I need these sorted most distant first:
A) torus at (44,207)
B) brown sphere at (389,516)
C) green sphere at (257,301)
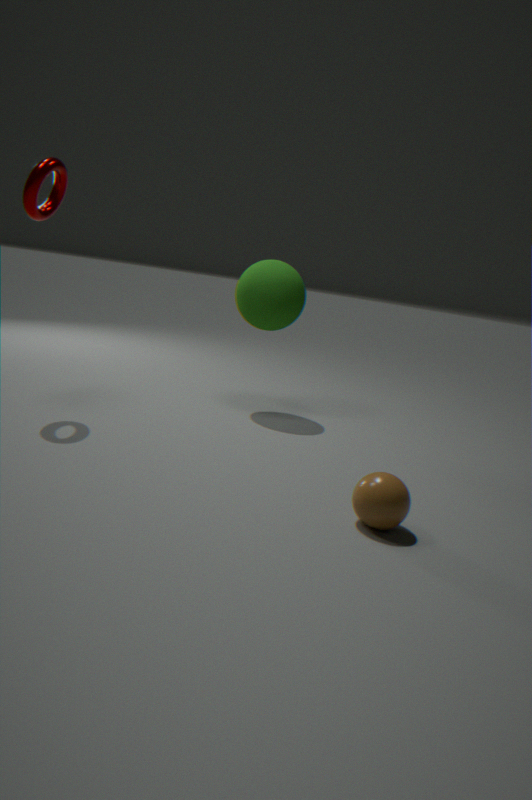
1. green sphere at (257,301)
2. torus at (44,207)
3. brown sphere at (389,516)
